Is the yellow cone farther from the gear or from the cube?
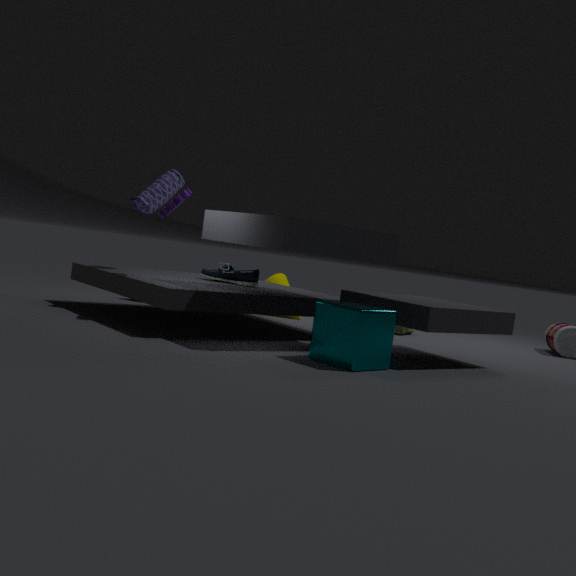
the cube
